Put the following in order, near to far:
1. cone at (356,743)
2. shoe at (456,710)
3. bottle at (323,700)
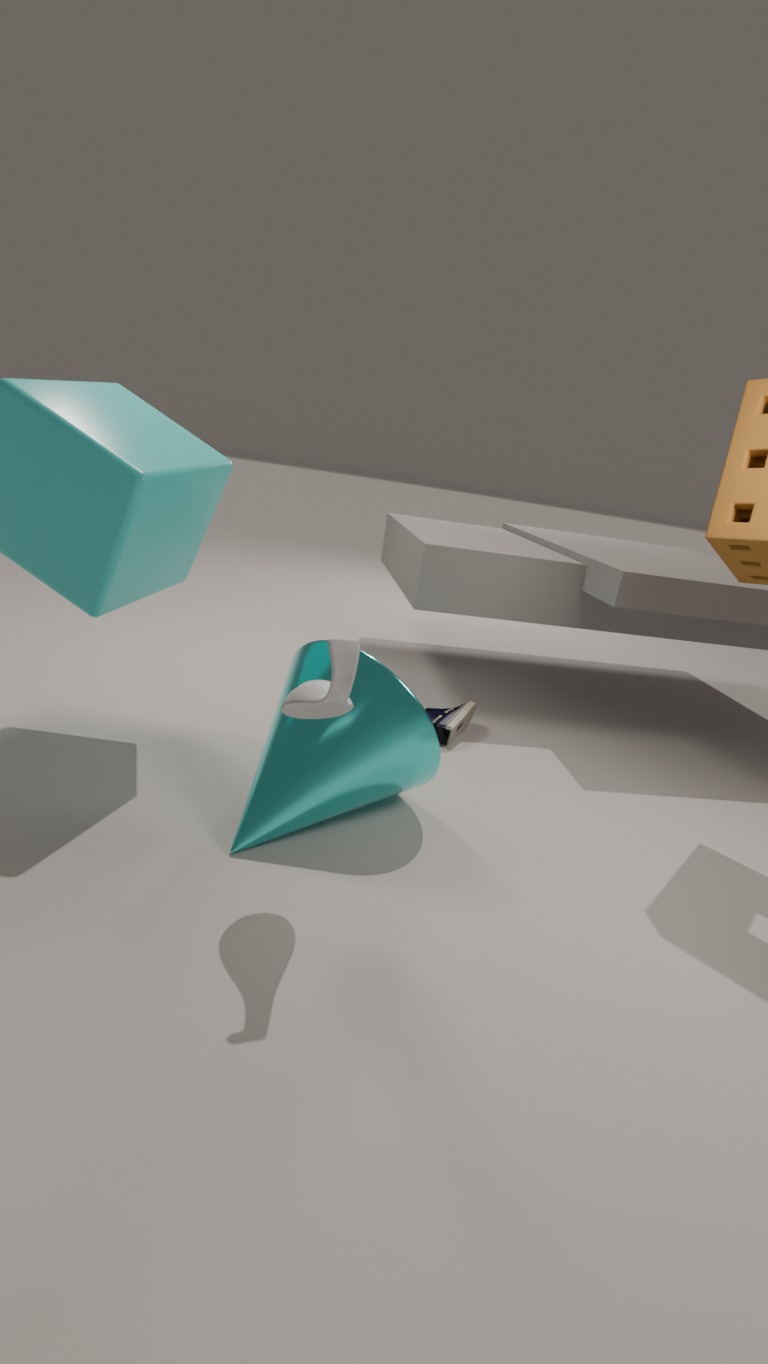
bottle at (323,700) → cone at (356,743) → shoe at (456,710)
